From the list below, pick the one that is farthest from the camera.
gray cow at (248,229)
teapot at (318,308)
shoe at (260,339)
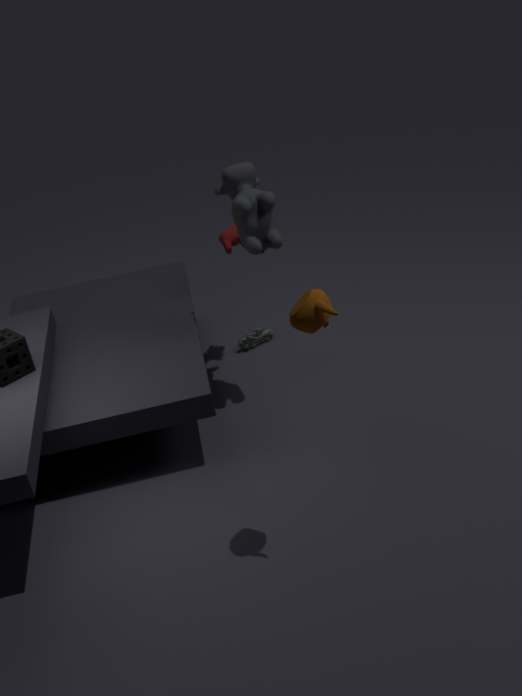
shoe at (260,339)
